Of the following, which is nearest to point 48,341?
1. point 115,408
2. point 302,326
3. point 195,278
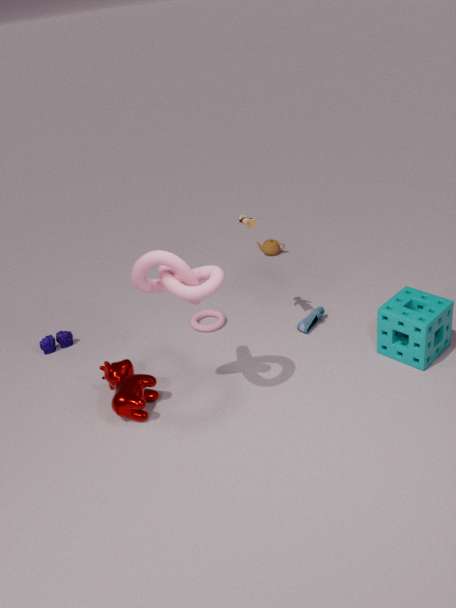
point 115,408
